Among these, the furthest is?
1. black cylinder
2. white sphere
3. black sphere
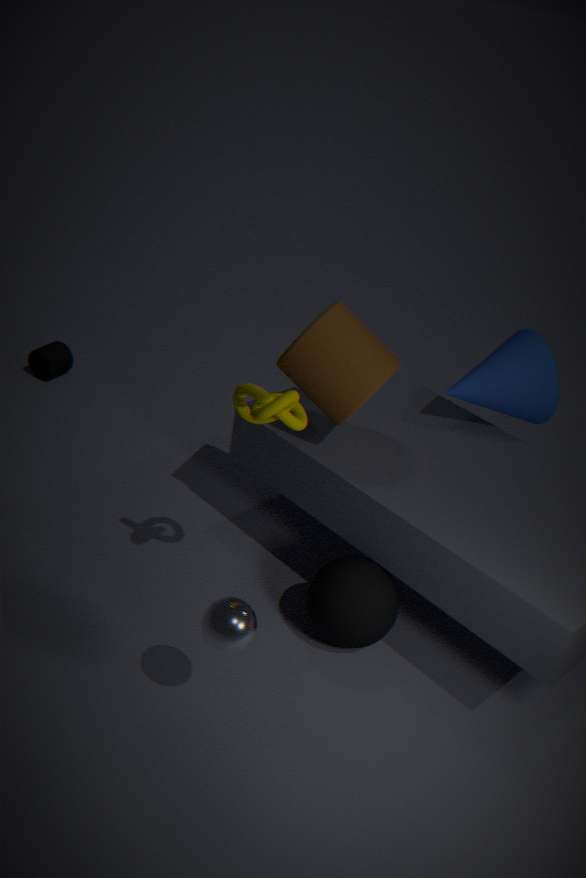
black cylinder
